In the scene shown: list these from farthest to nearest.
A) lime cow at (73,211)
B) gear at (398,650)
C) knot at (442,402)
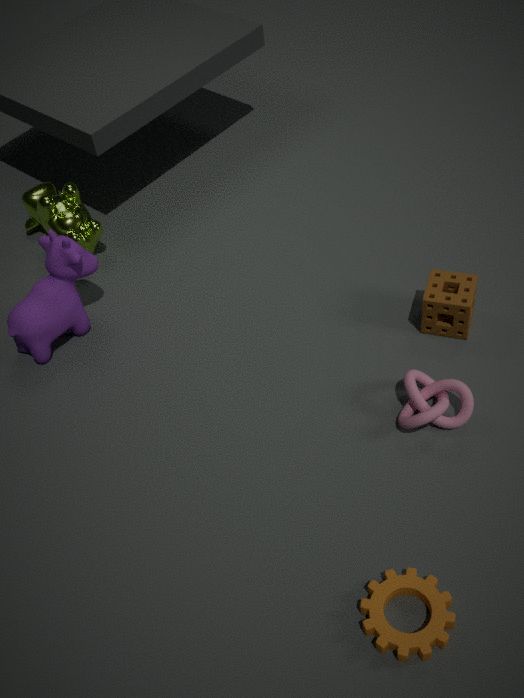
lime cow at (73,211) → knot at (442,402) → gear at (398,650)
